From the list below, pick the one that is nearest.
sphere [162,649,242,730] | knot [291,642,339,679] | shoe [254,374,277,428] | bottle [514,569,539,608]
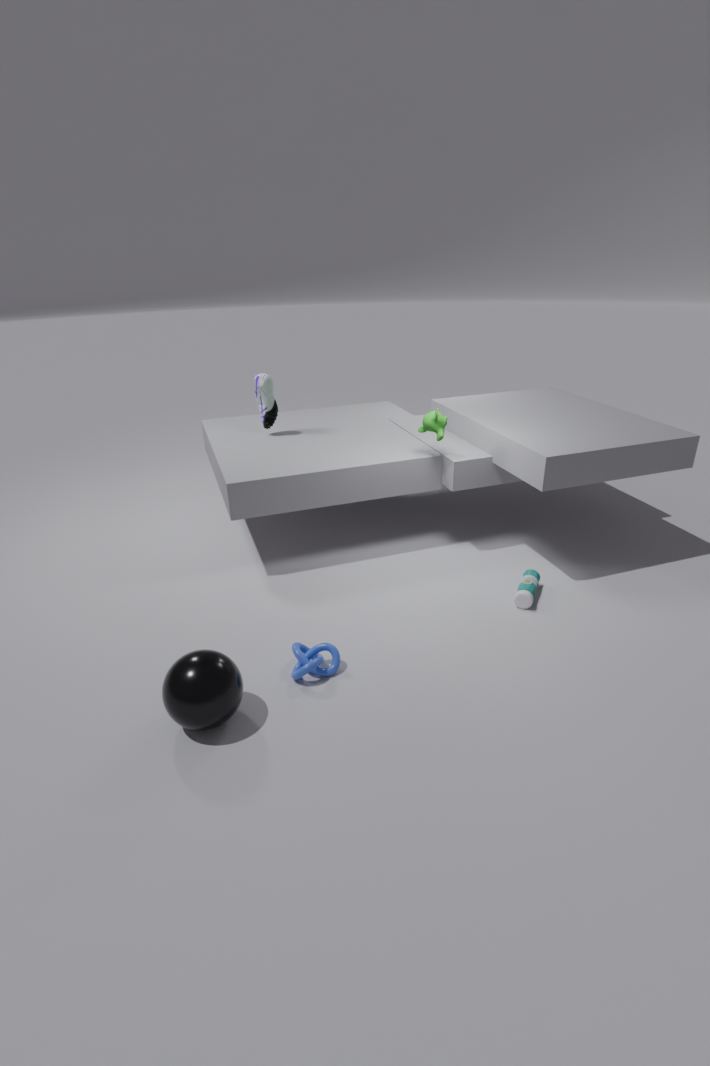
sphere [162,649,242,730]
